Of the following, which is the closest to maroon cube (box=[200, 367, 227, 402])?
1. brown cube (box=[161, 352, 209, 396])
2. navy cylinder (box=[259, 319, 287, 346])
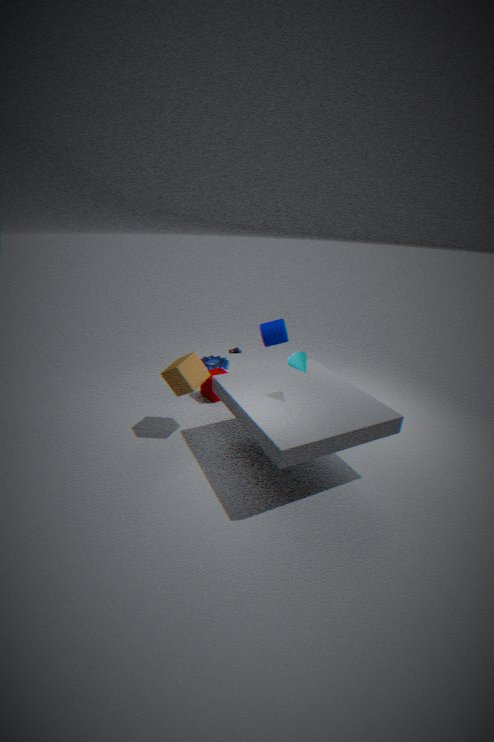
brown cube (box=[161, 352, 209, 396])
